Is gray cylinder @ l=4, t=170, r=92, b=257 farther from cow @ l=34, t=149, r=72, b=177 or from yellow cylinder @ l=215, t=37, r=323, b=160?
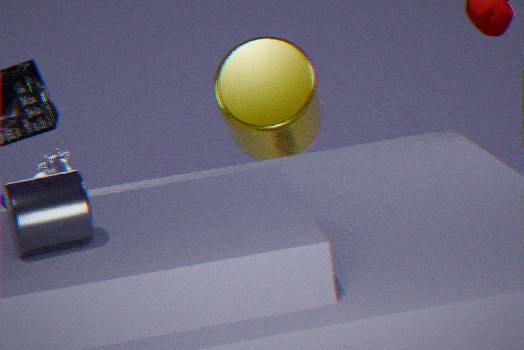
yellow cylinder @ l=215, t=37, r=323, b=160
